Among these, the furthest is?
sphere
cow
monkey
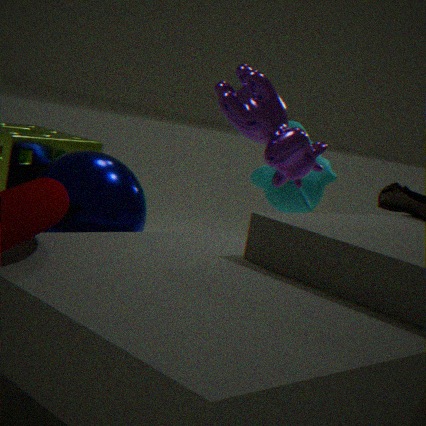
monkey
